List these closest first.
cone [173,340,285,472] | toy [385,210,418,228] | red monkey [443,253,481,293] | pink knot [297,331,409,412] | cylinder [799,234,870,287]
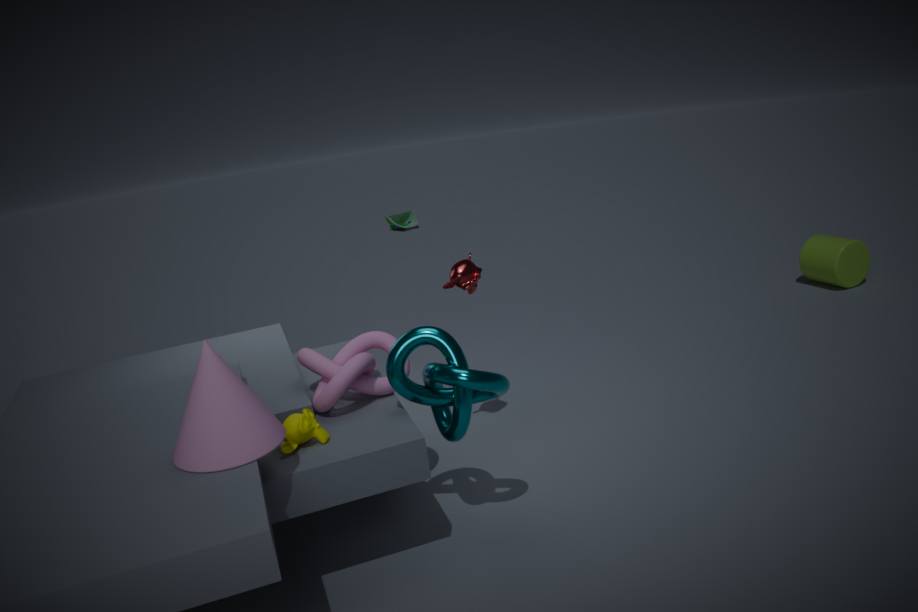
cone [173,340,285,472] < pink knot [297,331,409,412] < red monkey [443,253,481,293] < cylinder [799,234,870,287] < toy [385,210,418,228]
